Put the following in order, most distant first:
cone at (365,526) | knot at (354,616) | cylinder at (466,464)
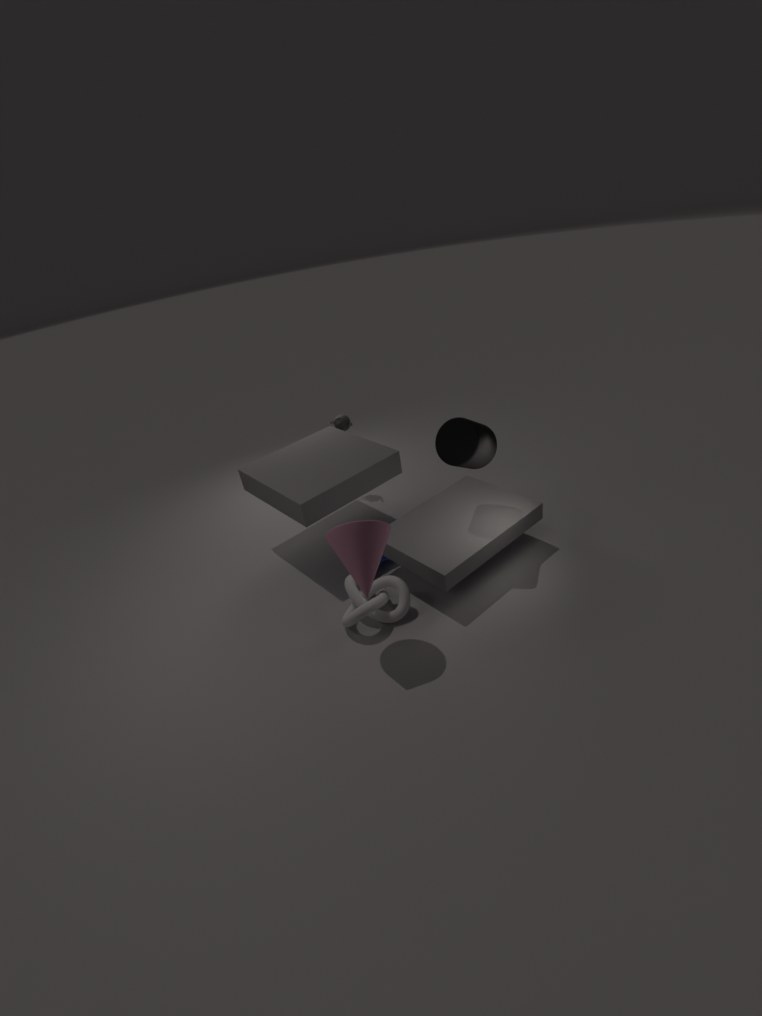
cylinder at (466,464) → knot at (354,616) → cone at (365,526)
